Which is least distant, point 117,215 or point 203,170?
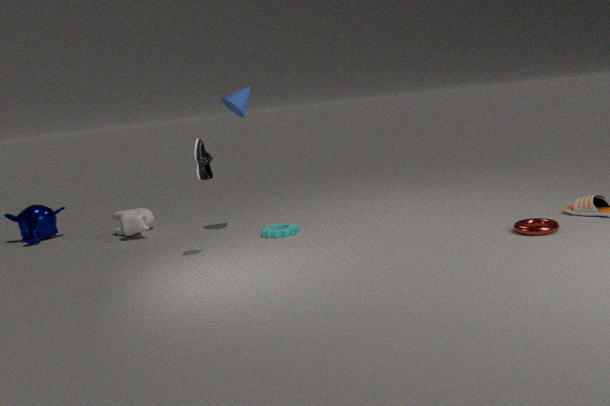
point 203,170
